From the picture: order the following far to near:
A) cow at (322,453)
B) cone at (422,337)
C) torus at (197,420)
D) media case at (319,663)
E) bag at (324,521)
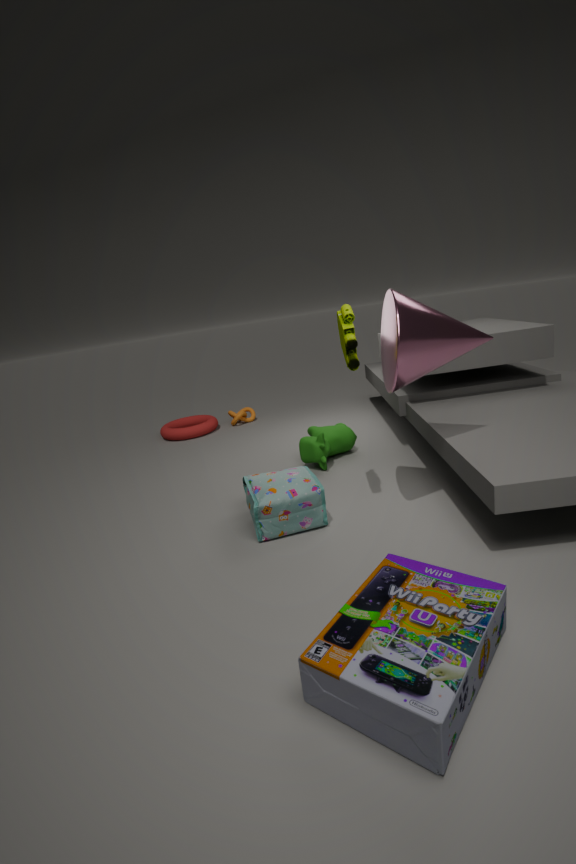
torus at (197,420), cow at (322,453), bag at (324,521), cone at (422,337), media case at (319,663)
